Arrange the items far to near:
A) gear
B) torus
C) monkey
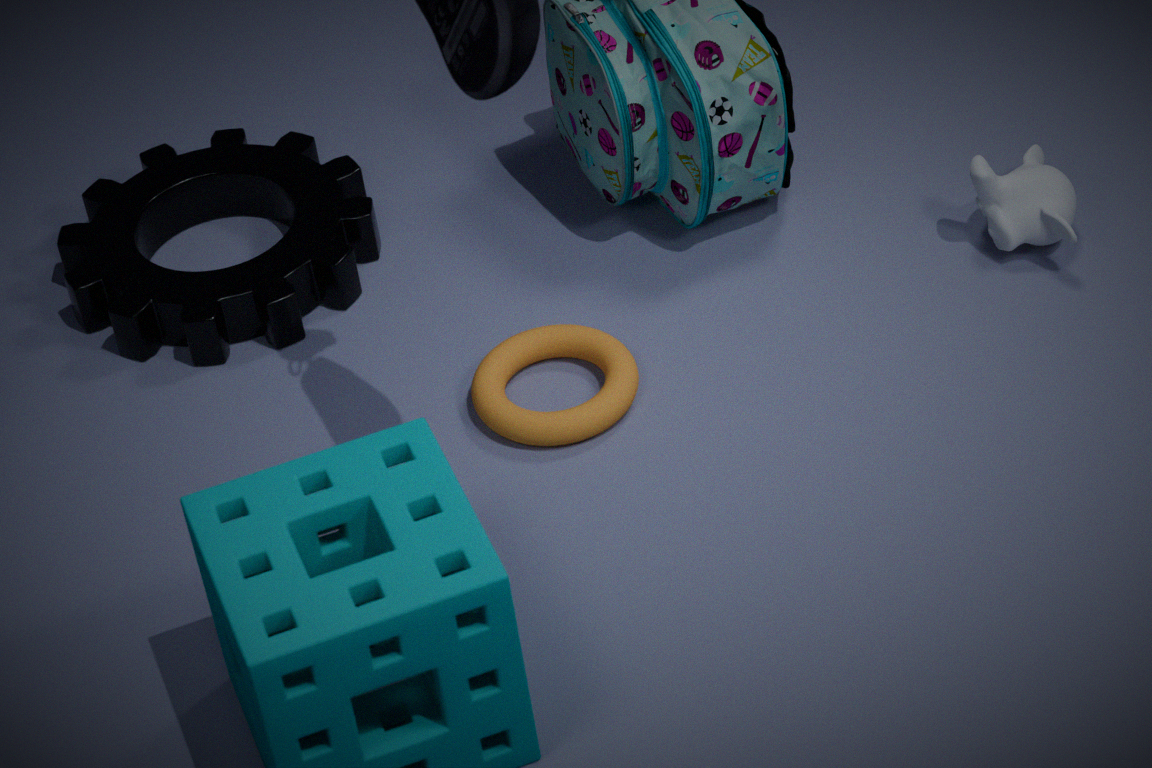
gear → monkey → torus
